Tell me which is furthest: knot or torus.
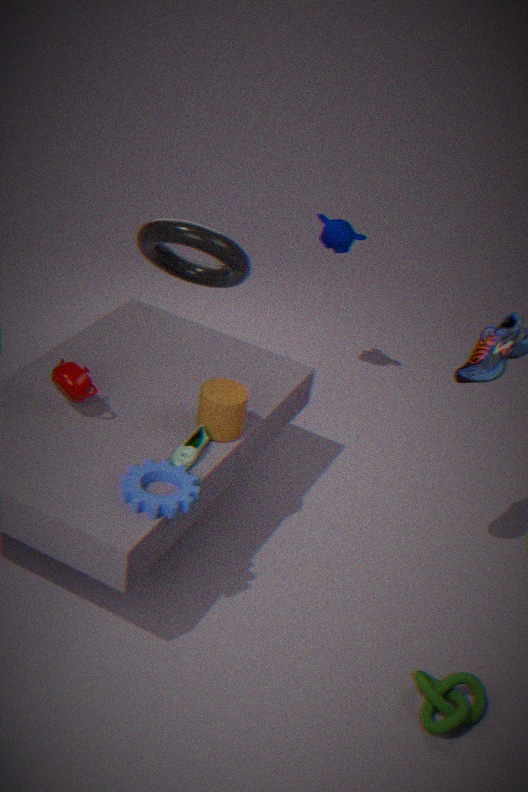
torus
